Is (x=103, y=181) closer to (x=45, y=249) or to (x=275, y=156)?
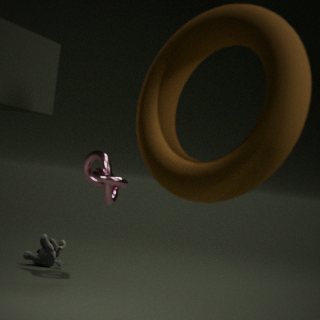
(x=45, y=249)
